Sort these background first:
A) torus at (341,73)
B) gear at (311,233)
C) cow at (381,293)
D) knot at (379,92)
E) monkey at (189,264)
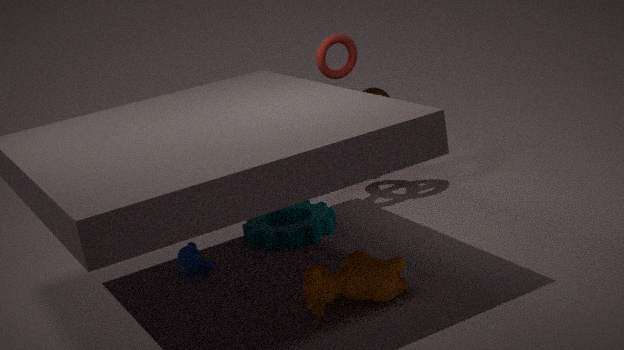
knot at (379,92)
torus at (341,73)
gear at (311,233)
monkey at (189,264)
cow at (381,293)
